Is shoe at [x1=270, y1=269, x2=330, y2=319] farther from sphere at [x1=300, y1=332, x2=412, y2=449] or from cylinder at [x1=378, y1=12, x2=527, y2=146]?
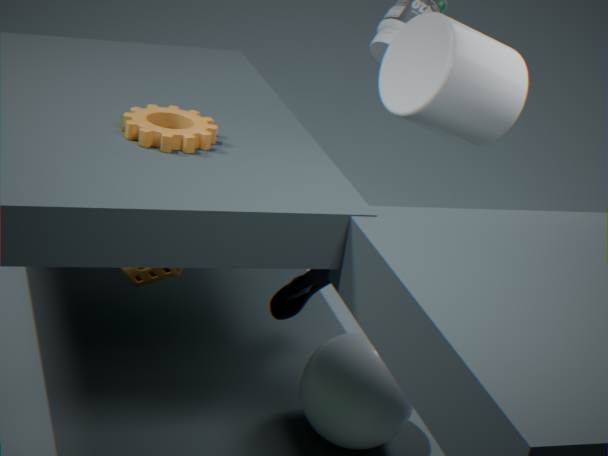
cylinder at [x1=378, y1=12, x2=527, y2=146]
